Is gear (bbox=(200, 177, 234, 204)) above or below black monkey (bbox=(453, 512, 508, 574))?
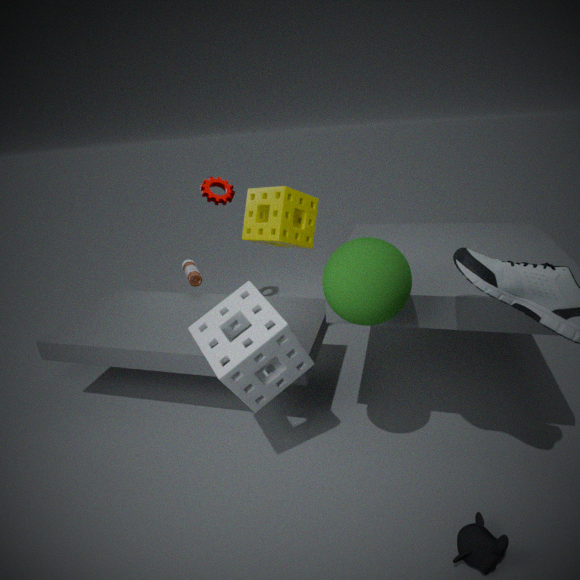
above
